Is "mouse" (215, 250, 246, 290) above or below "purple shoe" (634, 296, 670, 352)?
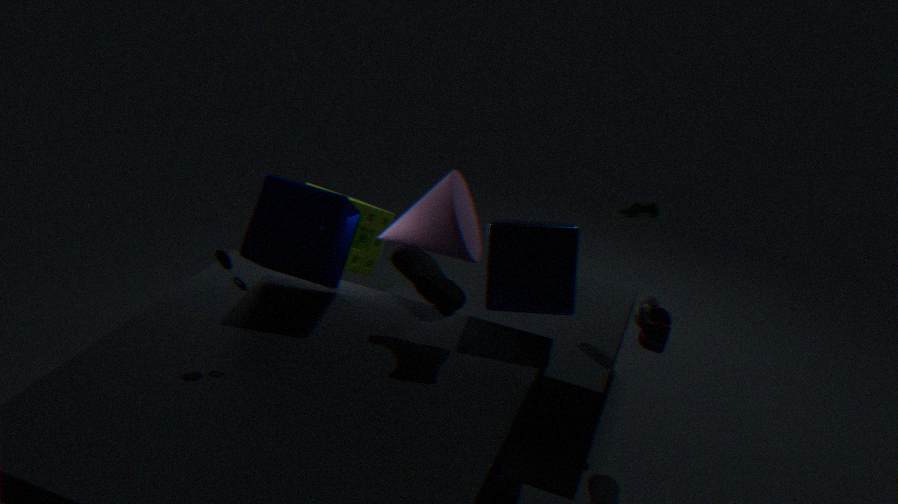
above
